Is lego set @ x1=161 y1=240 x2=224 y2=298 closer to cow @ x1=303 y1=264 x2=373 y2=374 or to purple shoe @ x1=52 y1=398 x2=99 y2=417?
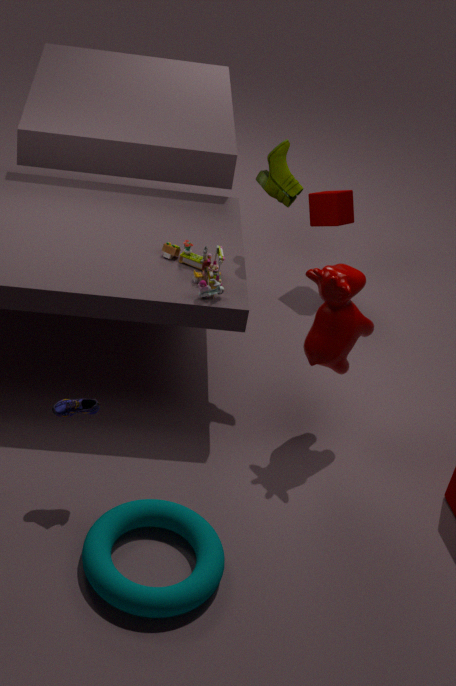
cow @ x1=303 y1=264 x2=373 y2=374
